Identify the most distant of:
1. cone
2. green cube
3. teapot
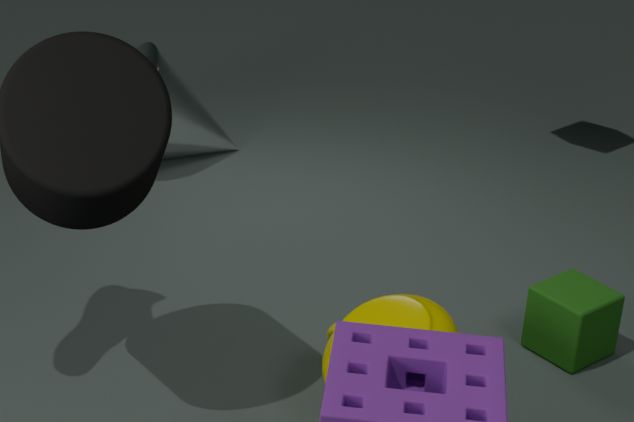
cone
